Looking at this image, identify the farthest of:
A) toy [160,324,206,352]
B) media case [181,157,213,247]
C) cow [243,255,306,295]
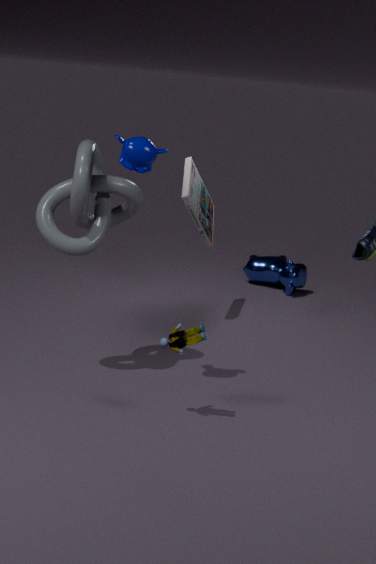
cow [243,255,306,295]
